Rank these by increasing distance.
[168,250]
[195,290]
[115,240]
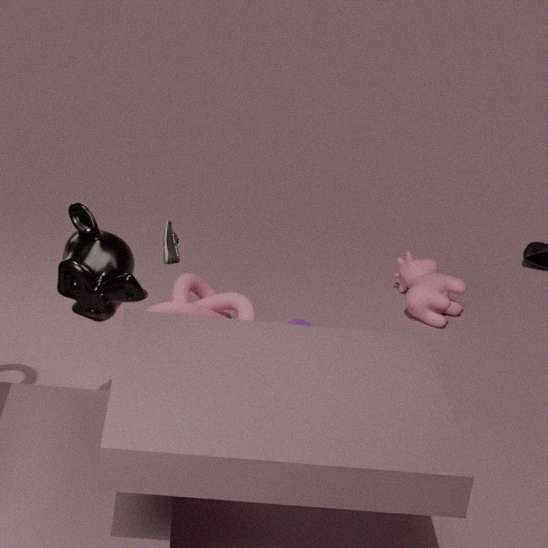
[115,240]
[168,250]
[195,290]
